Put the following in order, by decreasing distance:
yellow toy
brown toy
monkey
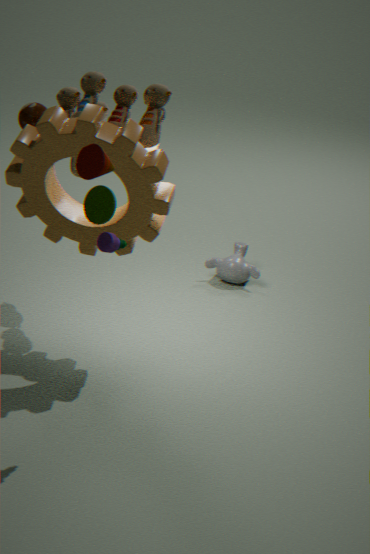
monkey, brown toy, yellow toy
